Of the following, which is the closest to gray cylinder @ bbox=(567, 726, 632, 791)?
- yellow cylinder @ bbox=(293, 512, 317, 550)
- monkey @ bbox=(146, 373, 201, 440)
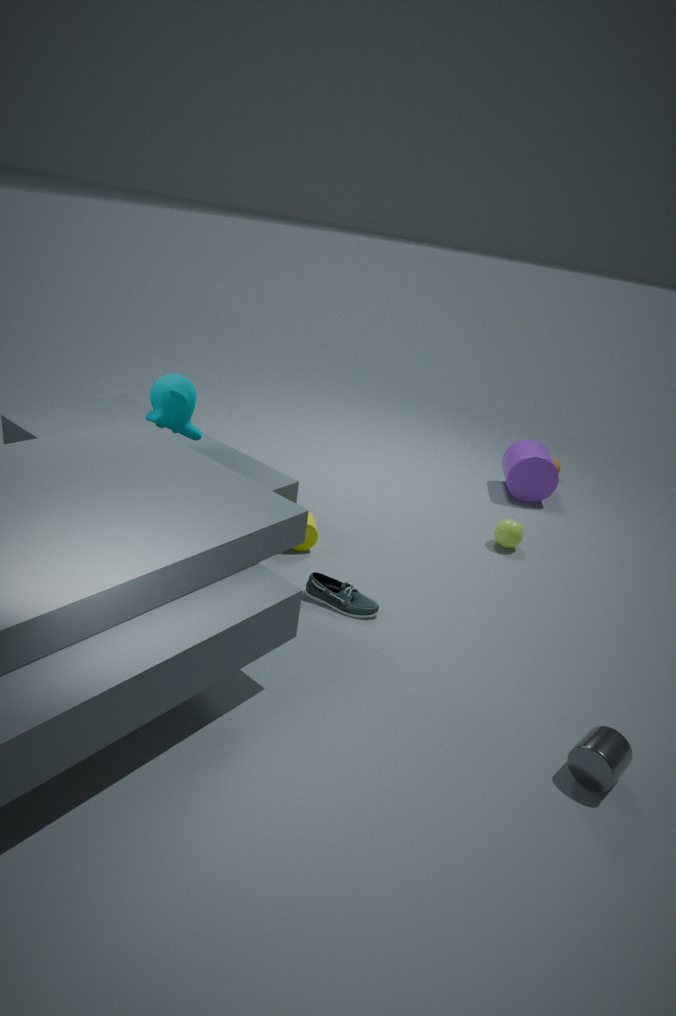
yellow cylinder @ bbox=(293, 512, 317, 550)
